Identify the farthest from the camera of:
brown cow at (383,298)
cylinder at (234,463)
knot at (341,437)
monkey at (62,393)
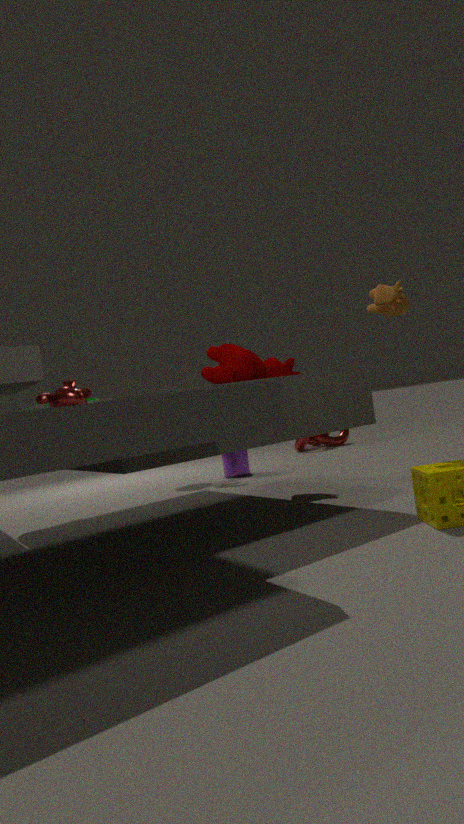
knot at (341,437)
